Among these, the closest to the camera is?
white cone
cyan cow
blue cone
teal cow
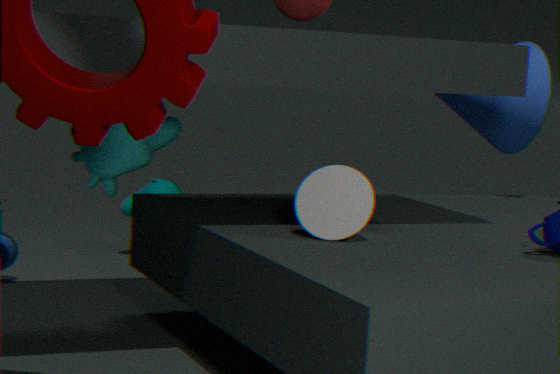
white cone
